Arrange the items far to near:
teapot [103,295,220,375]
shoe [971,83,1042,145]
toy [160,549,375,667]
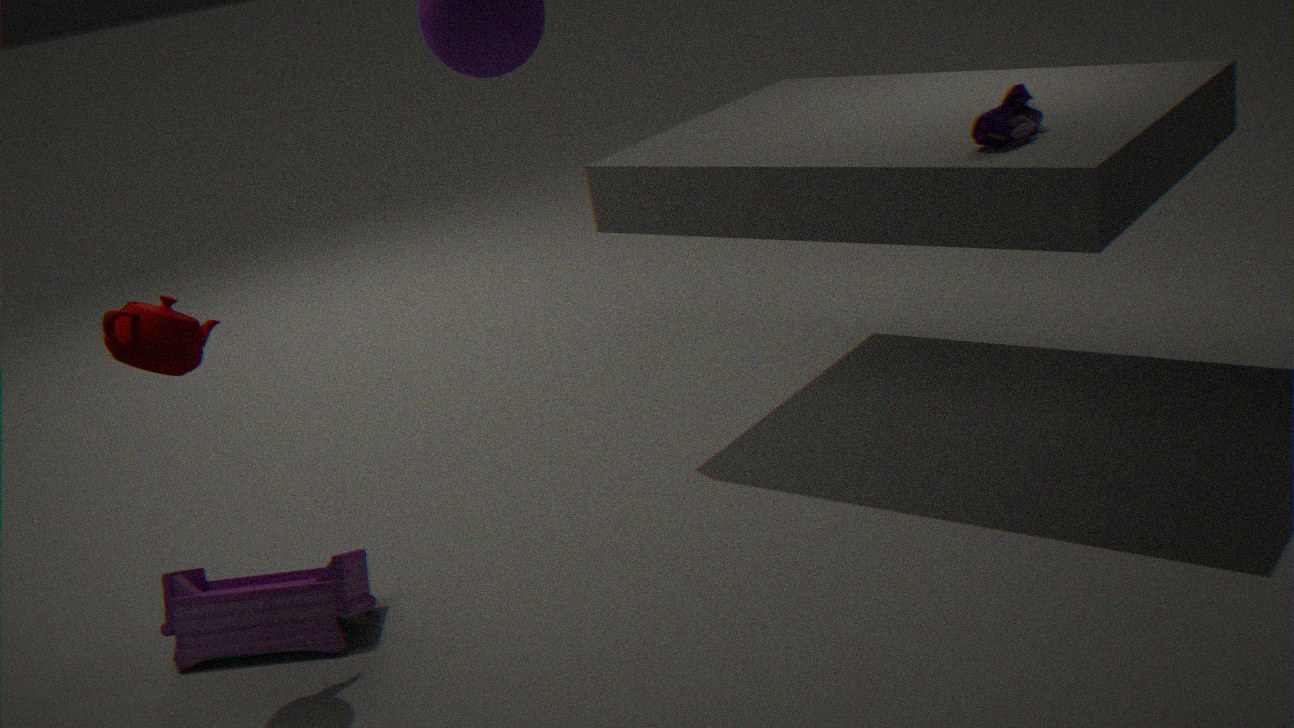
toy [160,549,375,667]
shoe [971,83,1042,145]
teapot [103,295,220,375]
